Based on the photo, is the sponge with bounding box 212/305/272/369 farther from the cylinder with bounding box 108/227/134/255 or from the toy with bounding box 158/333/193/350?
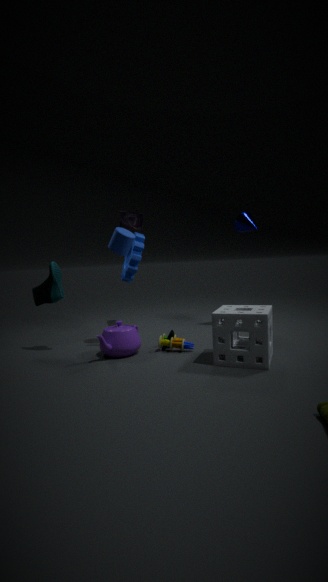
the cylinder with bounding box 108/227/134/255
